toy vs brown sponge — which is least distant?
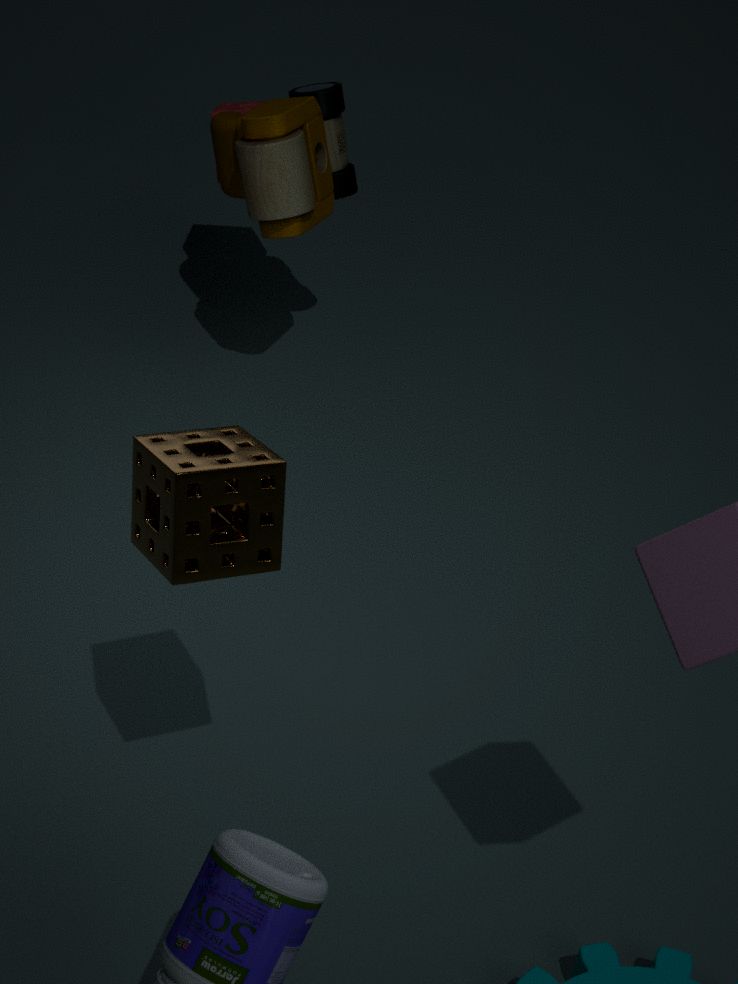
brown sponge
